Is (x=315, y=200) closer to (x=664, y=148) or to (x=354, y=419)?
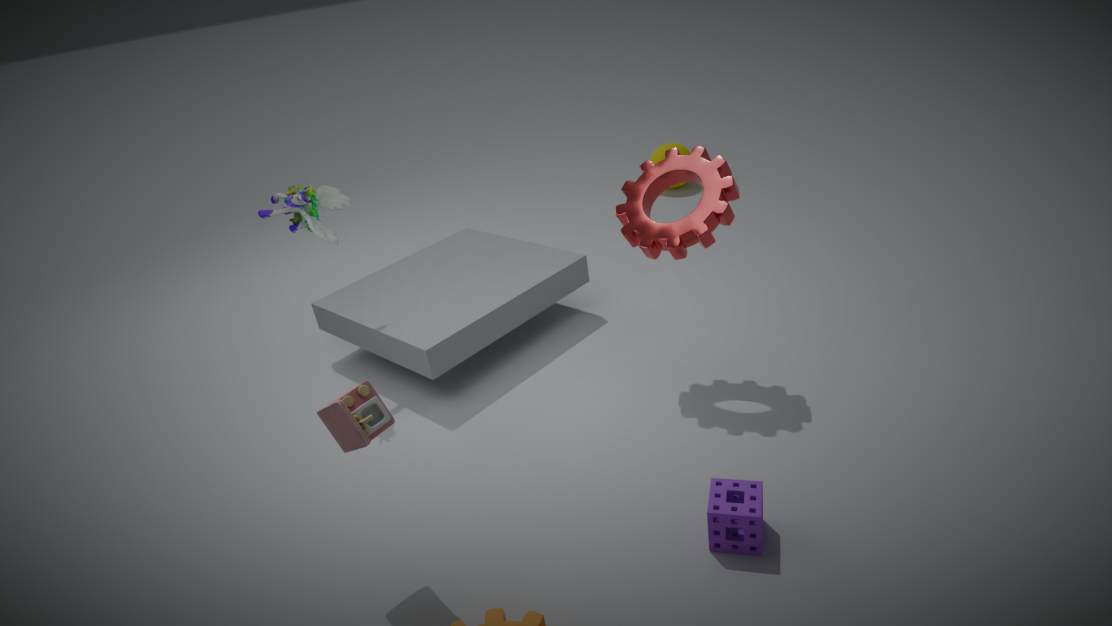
(x=354, y=419)
